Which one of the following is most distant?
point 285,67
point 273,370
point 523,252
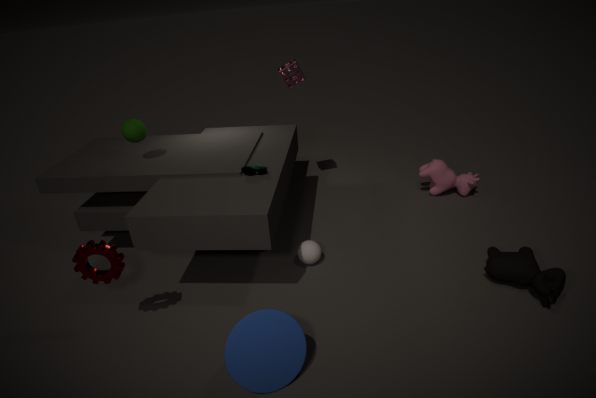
point 285,67
